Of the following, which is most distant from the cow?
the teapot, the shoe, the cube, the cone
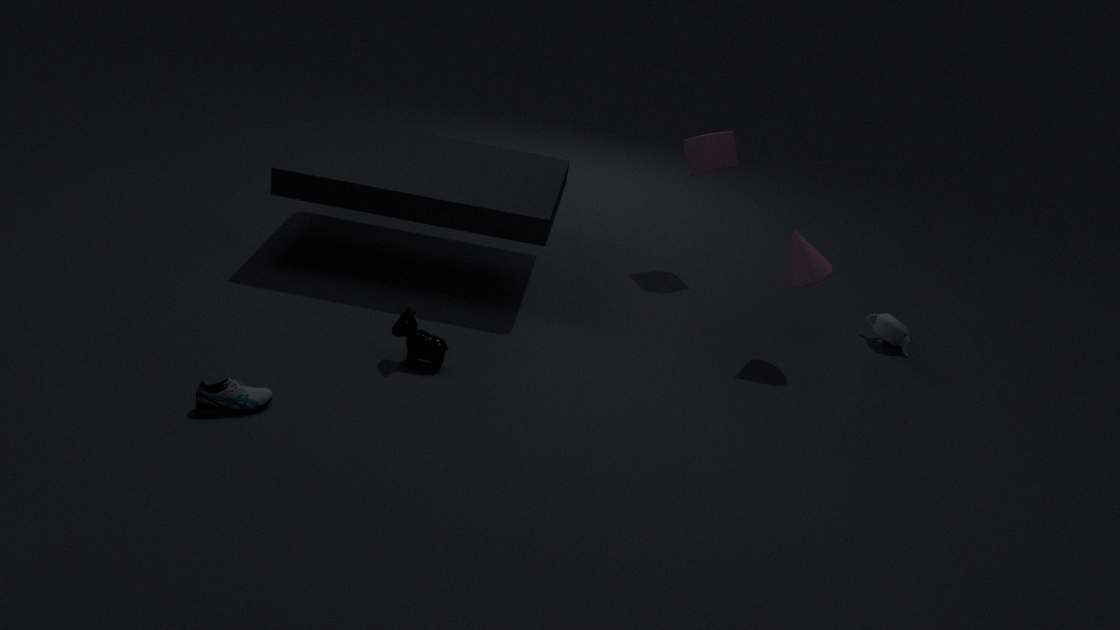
the teapot
